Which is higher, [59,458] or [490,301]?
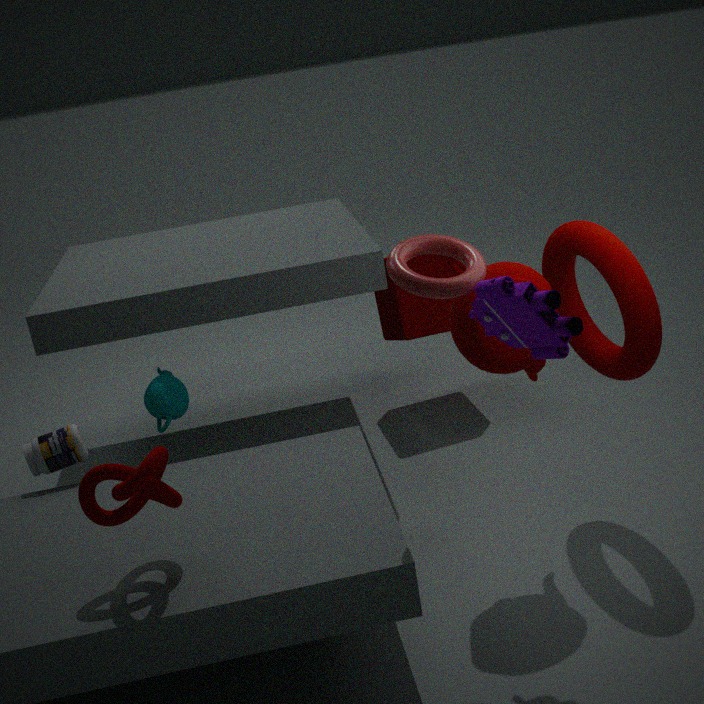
[490,301]
